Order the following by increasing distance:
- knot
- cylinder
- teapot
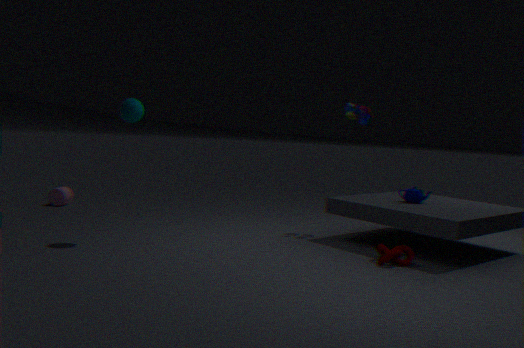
knot < teapot < cylinder
